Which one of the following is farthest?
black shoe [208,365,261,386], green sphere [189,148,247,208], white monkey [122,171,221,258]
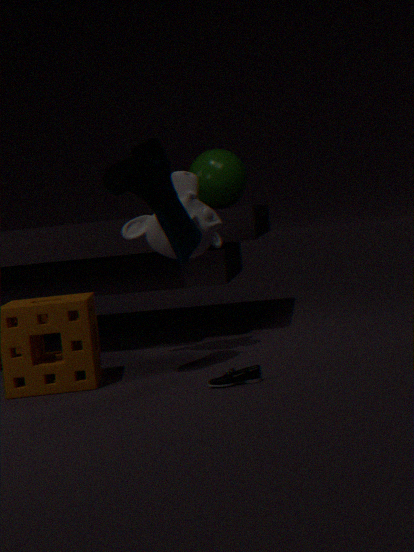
green sphere [189,148,247,208]
